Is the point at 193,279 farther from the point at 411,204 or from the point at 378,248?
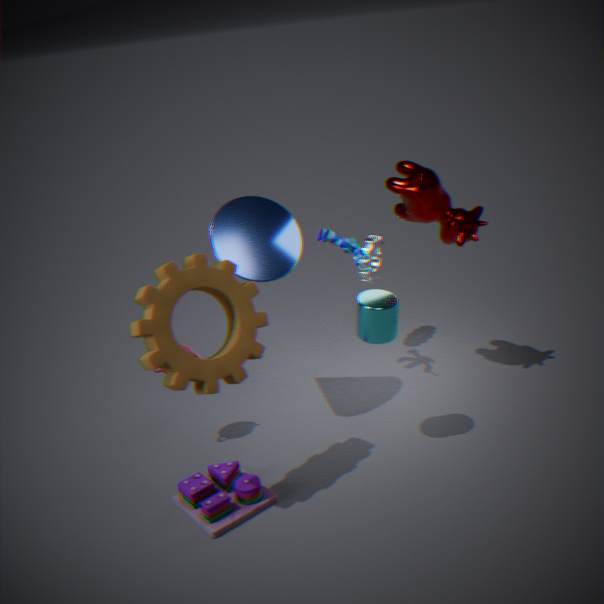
the point at 378,248
